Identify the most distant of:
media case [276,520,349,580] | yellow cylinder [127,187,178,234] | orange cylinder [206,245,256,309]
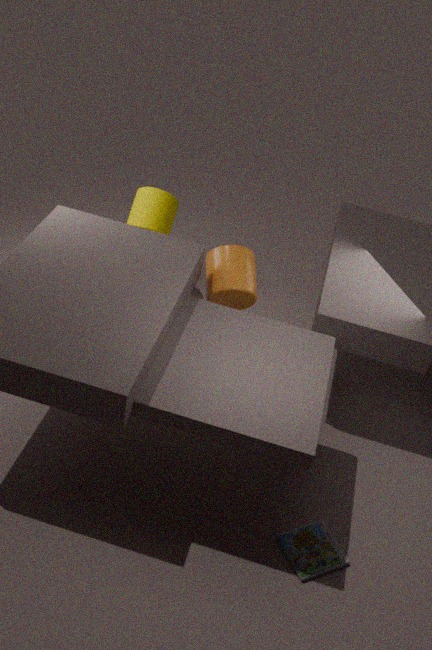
yellow cylinder [127,187,178,234]
